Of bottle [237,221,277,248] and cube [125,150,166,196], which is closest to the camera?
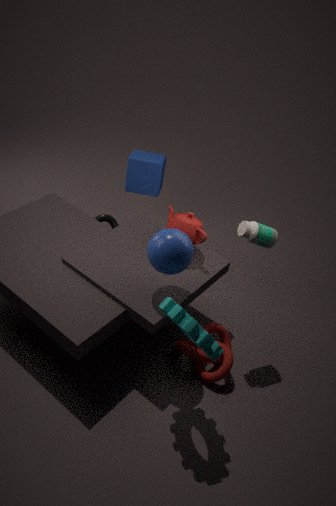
bottle [237,221,277,248]
